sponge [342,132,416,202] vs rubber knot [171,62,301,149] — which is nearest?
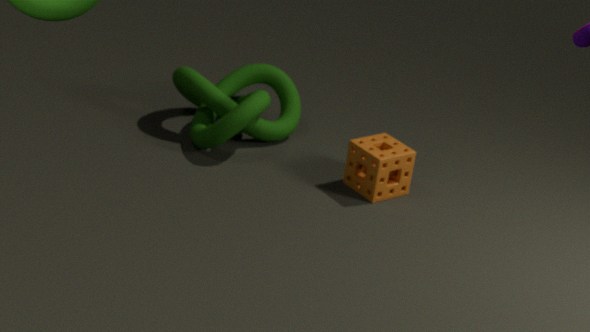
sponge [342,132,416,202]
